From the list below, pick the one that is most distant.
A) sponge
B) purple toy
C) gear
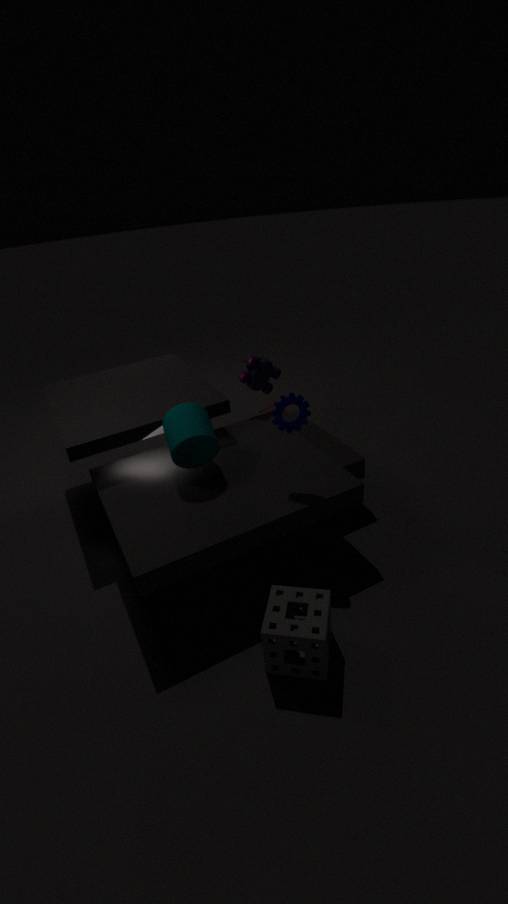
purple toy
